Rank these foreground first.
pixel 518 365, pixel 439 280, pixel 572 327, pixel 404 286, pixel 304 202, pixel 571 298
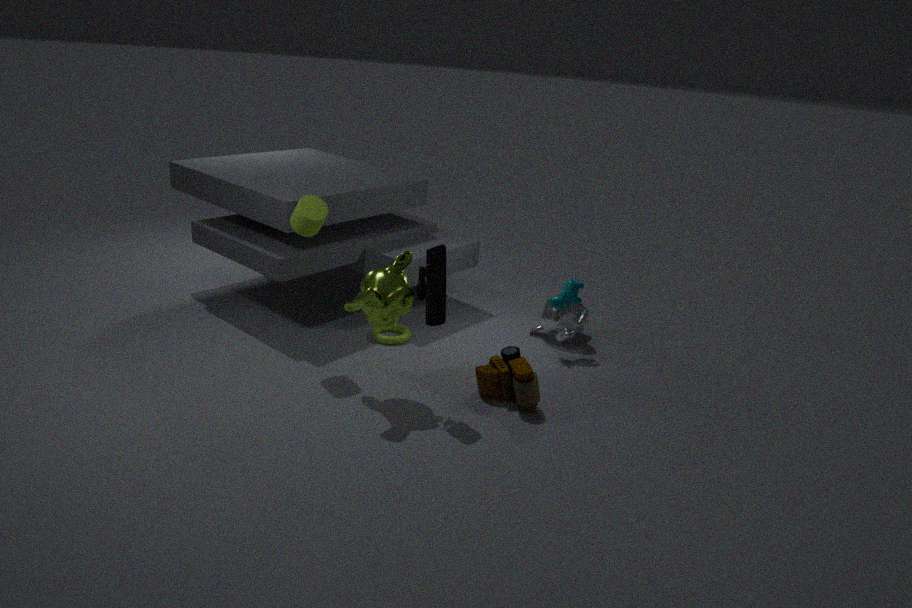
pixel 439 280
pixel 404 286
pixel 518 365
pixel 304 202
pixel 571 298
pixel 572 327
